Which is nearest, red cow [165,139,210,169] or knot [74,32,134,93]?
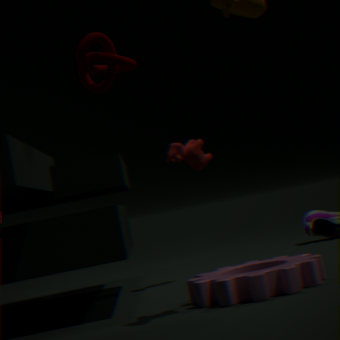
knot [74,32,134,93]
